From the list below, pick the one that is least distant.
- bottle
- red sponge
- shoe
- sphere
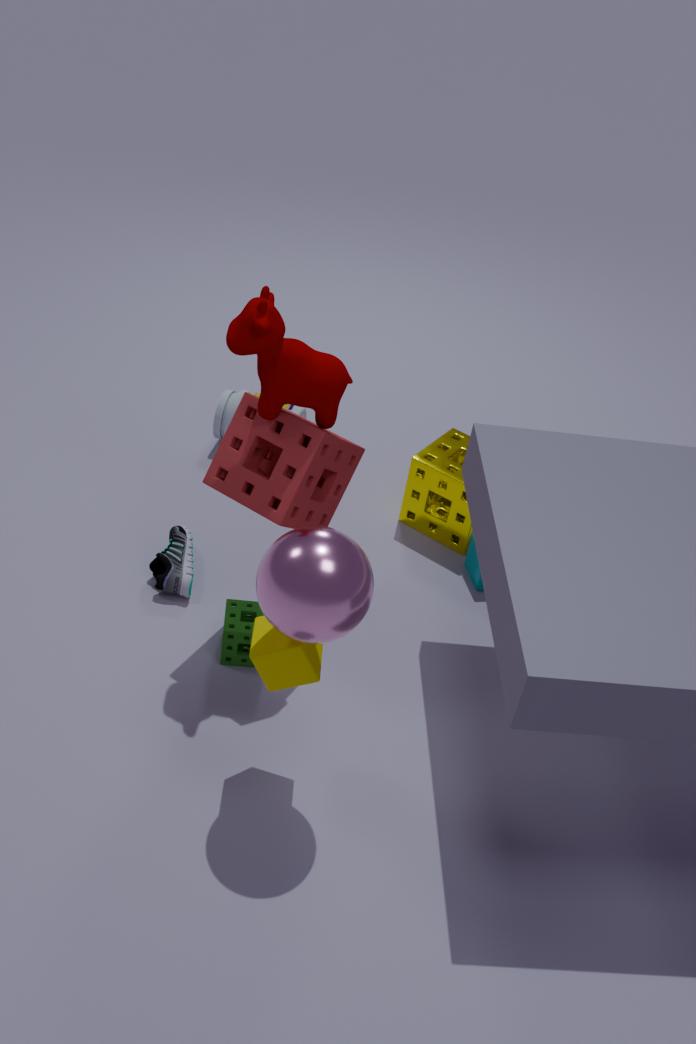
sphere
